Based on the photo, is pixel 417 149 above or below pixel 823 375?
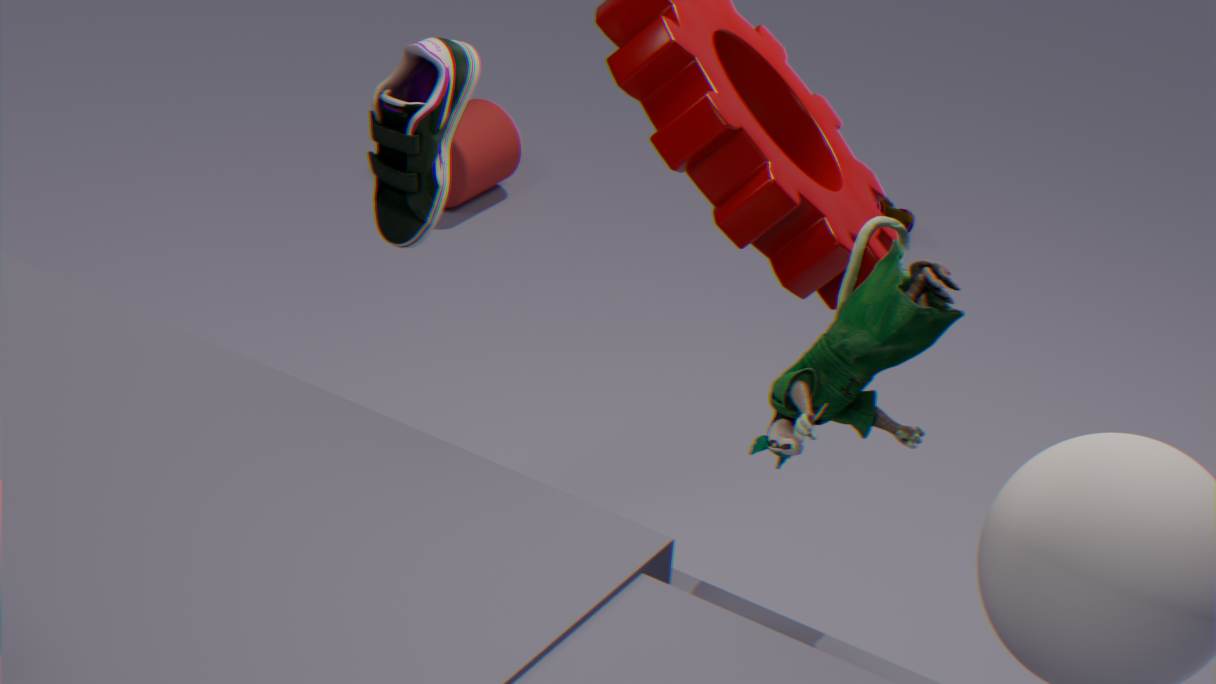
below
